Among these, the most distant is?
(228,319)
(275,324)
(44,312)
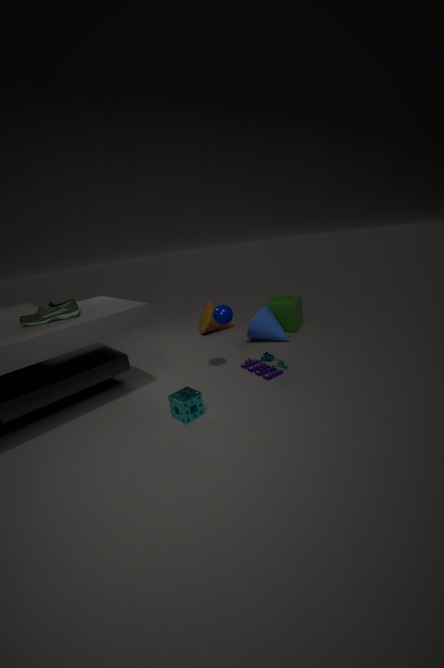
(275,324)
